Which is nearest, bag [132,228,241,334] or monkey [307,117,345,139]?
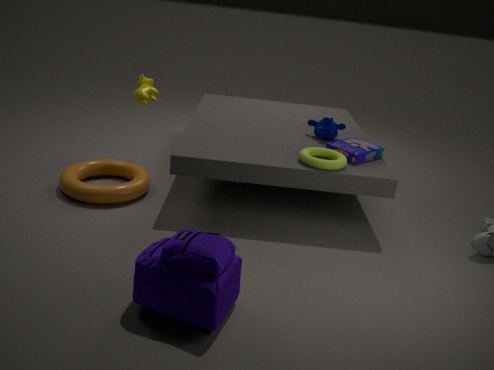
bag [132,228,241,334]
